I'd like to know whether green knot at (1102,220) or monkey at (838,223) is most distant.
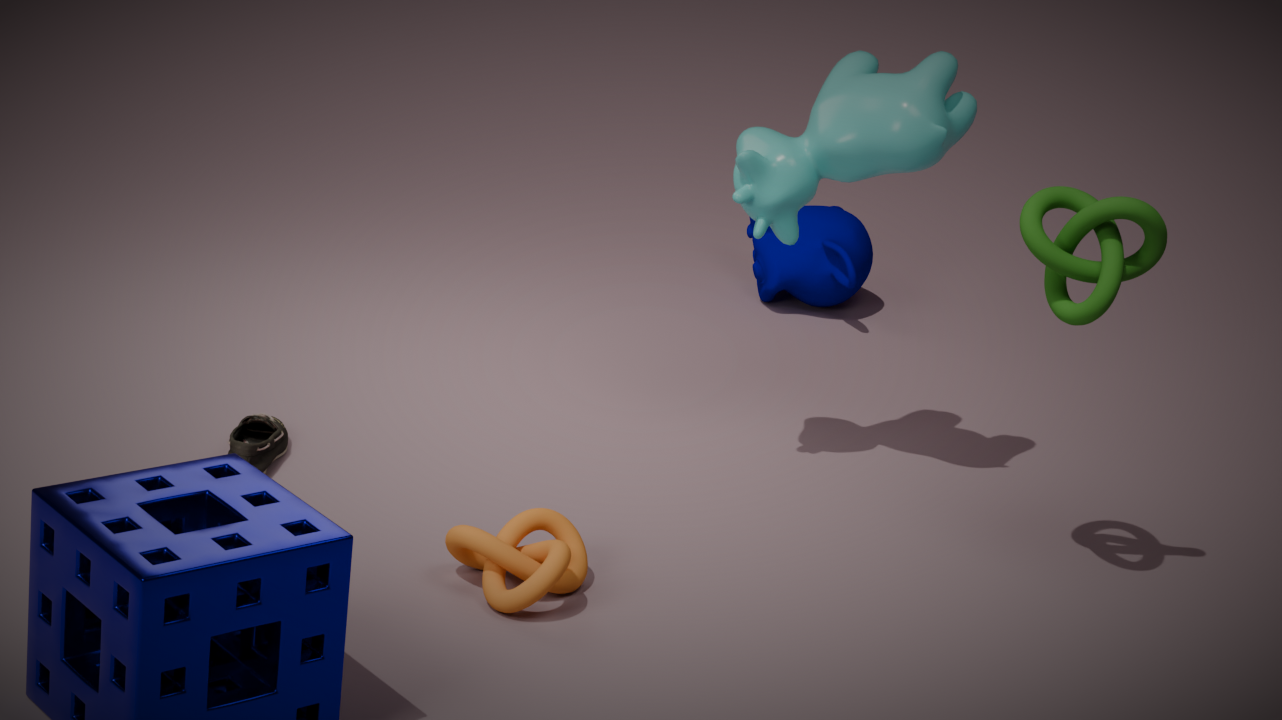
monkey at (838,223)
